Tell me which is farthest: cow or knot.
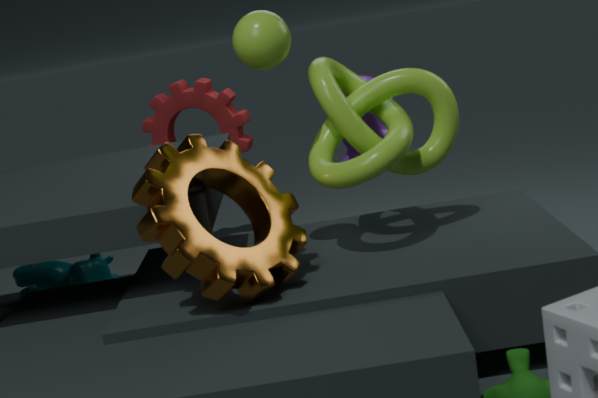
cow
